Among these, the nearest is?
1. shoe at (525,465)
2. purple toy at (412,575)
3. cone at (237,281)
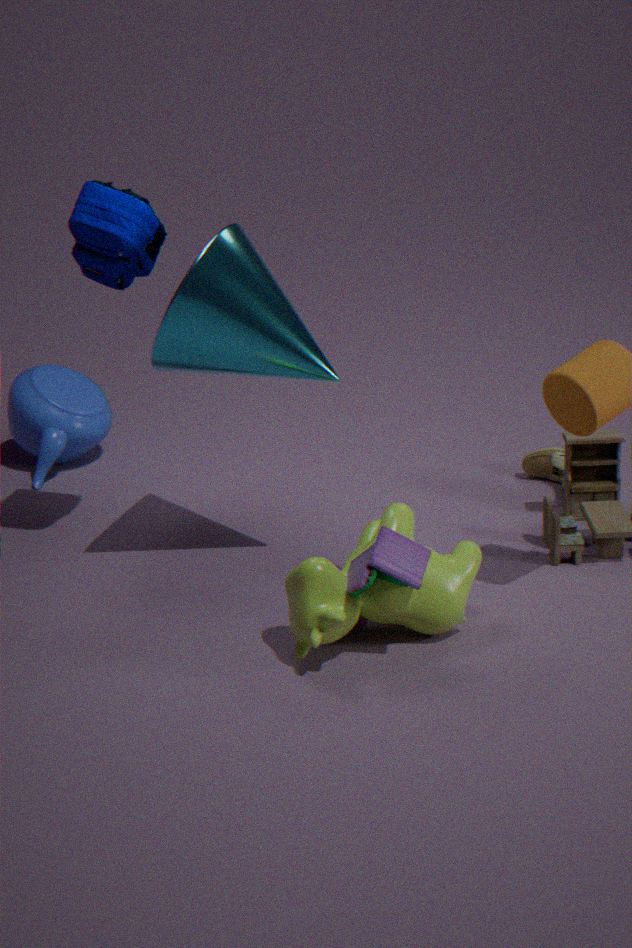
purple toy at (412,575)
